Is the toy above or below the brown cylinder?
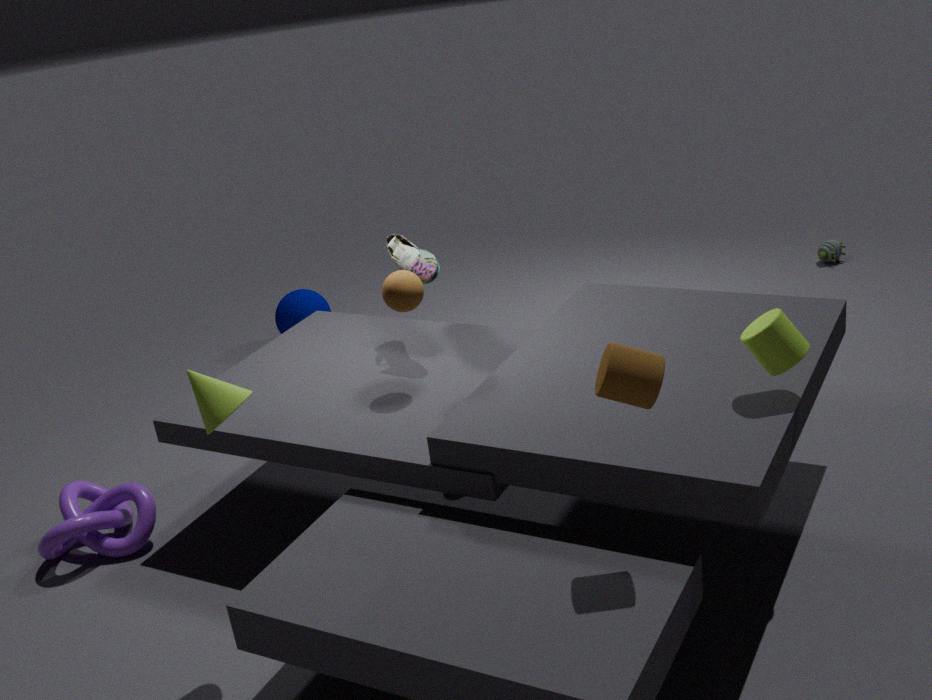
below
